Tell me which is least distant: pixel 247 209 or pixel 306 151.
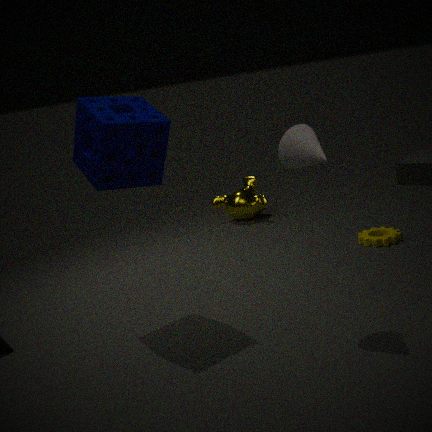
pixel 306 151
